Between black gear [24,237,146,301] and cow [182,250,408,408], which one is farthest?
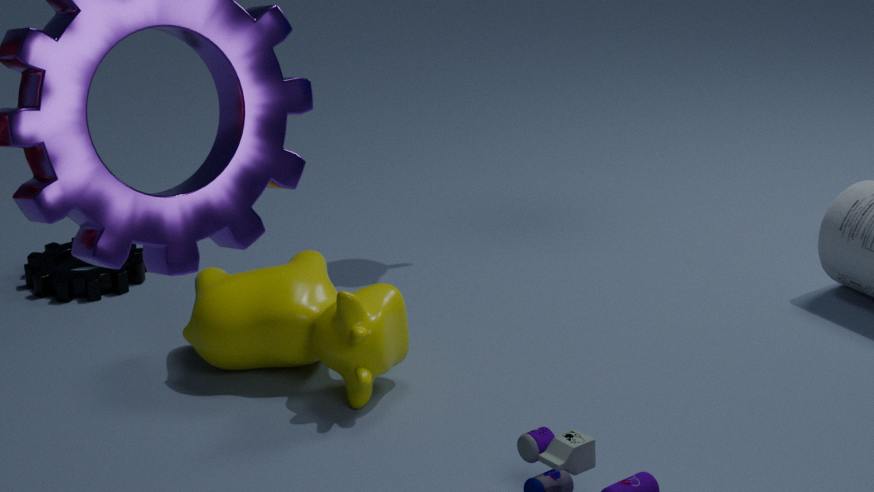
black gear [24,237,146,301]
